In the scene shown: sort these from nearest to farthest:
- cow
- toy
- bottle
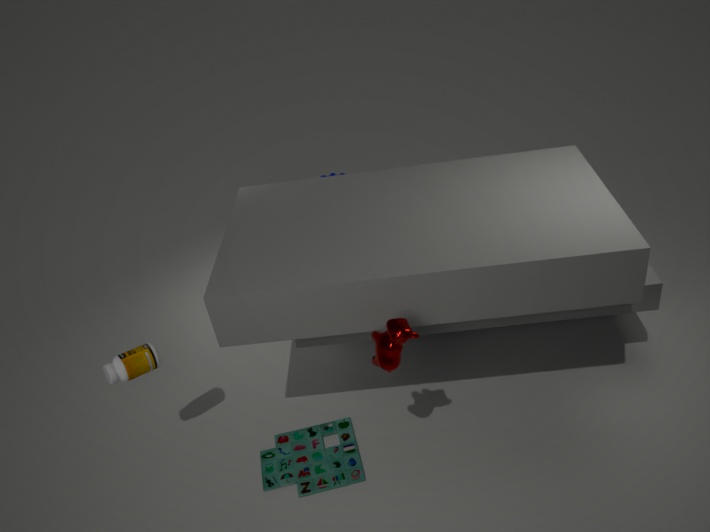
cow < bottle < toy
